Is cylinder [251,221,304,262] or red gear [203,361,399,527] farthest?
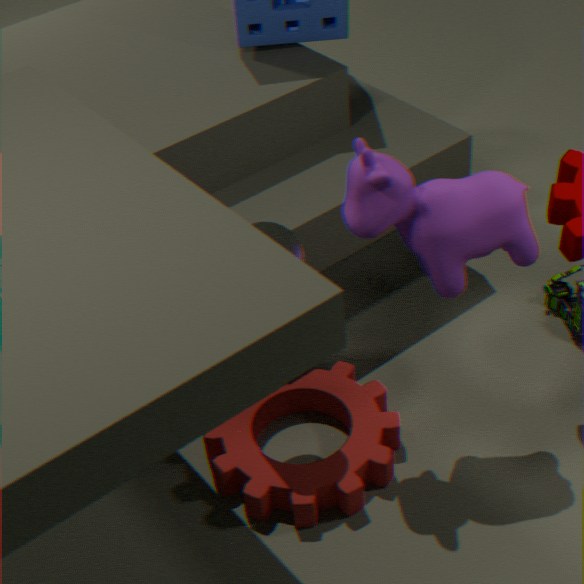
red gear [203,361,399,527]
